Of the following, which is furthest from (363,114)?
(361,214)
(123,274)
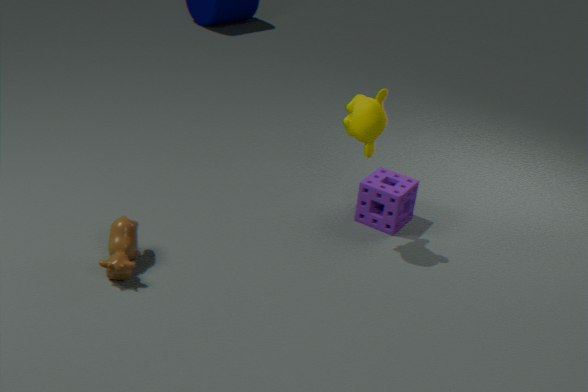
(123,274)
